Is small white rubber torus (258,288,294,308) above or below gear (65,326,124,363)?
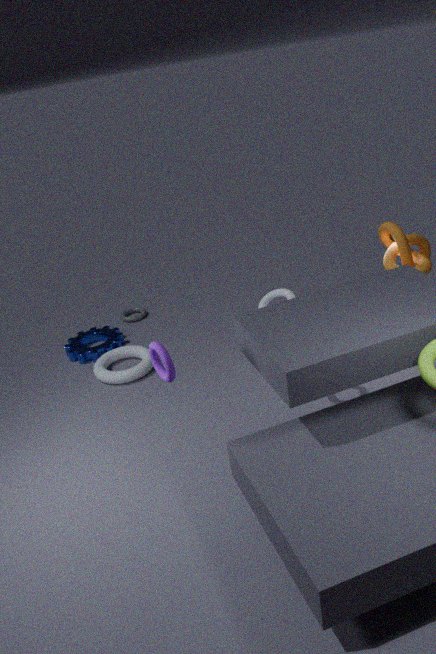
above
